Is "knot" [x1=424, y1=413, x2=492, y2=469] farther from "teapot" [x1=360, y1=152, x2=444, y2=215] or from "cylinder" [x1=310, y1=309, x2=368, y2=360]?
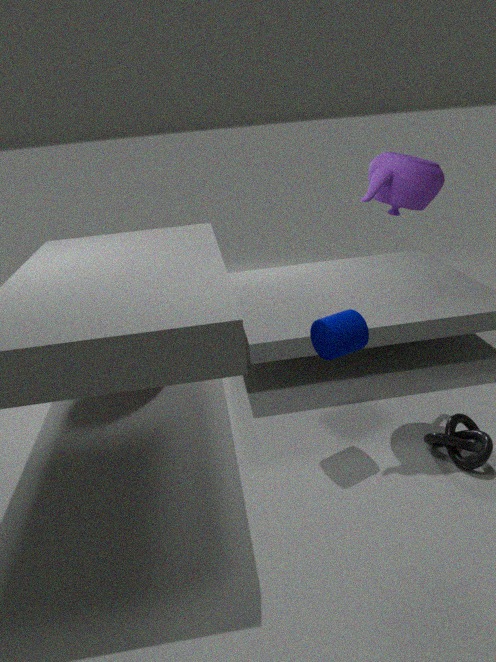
"teapot" [x1=360, y1=152, x2=444, y2=215]
